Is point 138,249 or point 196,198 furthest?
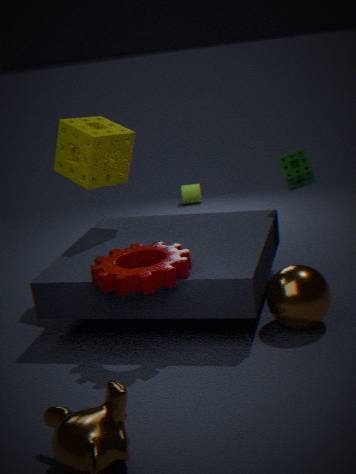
point 196,198
